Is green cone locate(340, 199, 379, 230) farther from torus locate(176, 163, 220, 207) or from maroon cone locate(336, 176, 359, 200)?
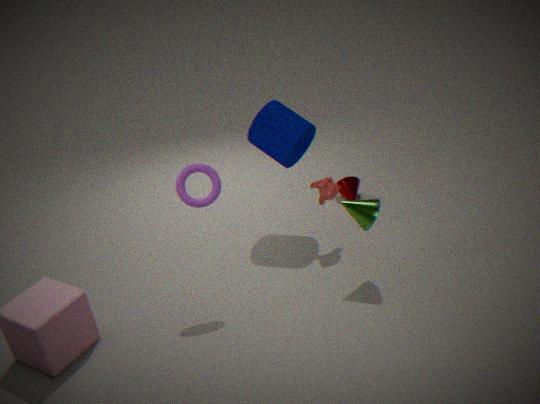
maroon cone locate(336, 176, 359, 200)
